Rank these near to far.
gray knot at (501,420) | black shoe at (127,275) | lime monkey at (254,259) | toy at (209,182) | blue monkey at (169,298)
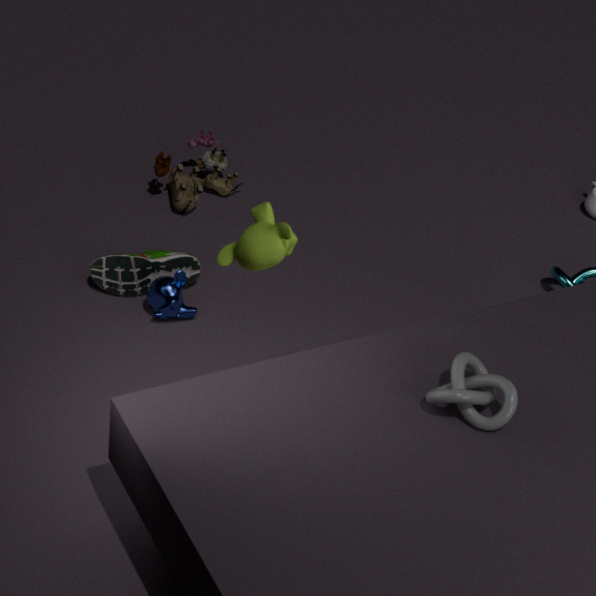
lime monkey at (254,259) < gray knot at (501,420) < blue monkey at (169,298) < black shoe at (127,275) < toy at (209,182)
